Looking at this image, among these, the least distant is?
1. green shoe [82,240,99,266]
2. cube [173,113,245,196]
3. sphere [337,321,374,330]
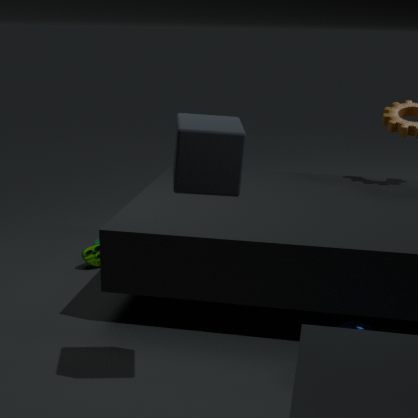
cube [173,113,245,196]
